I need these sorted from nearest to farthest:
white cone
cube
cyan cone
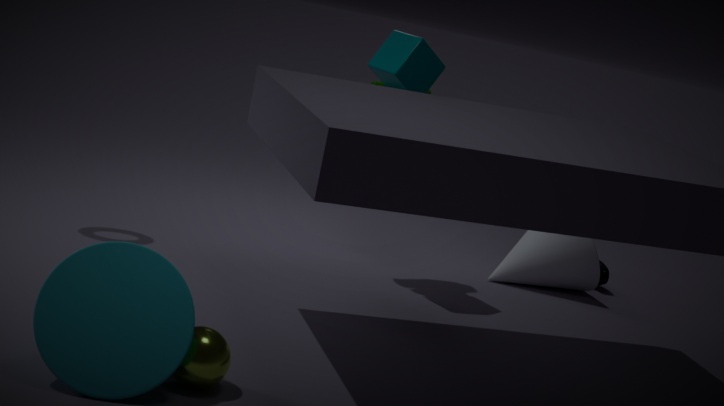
1. cyan cone
2. cube
3. white cone
